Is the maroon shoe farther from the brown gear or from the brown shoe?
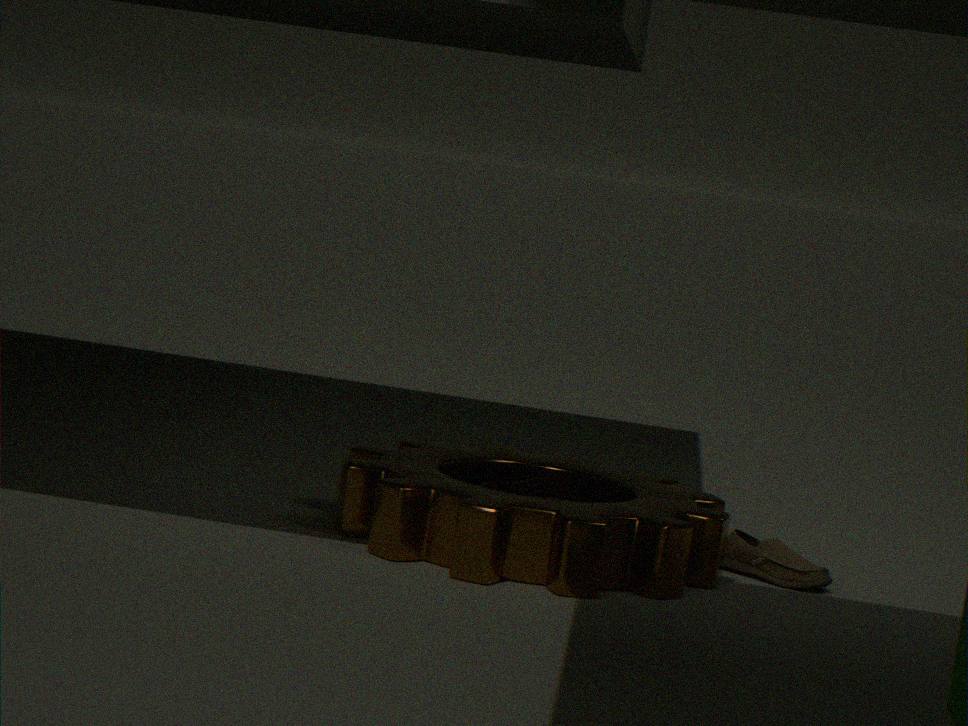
the brown shoe
